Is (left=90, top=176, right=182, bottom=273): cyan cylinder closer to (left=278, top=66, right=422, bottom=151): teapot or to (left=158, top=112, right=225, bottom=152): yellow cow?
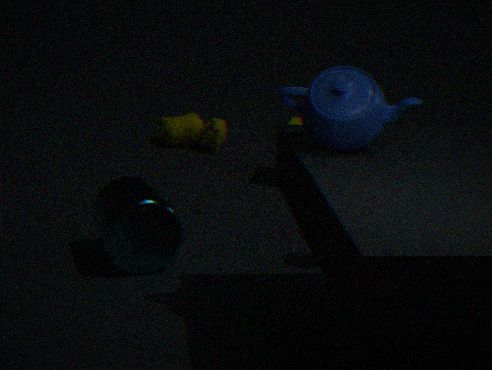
(left=278, top=66, right=422, bottom=151): teapot
